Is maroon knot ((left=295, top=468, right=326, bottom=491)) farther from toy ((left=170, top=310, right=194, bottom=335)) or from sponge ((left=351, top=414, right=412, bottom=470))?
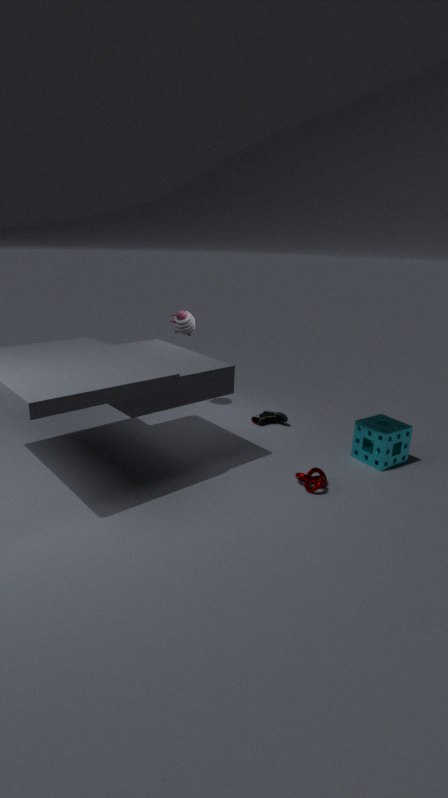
toy ((left=170, top=310, right=194, bottom=335))
